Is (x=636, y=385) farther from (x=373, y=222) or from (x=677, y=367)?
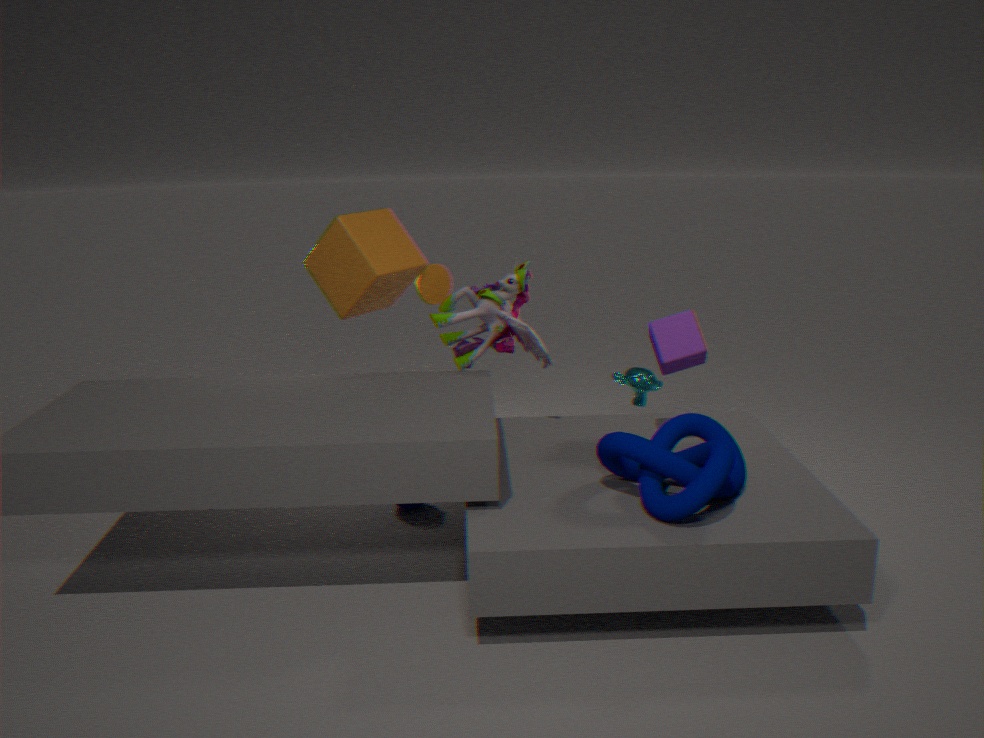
(x=373, y=222)
